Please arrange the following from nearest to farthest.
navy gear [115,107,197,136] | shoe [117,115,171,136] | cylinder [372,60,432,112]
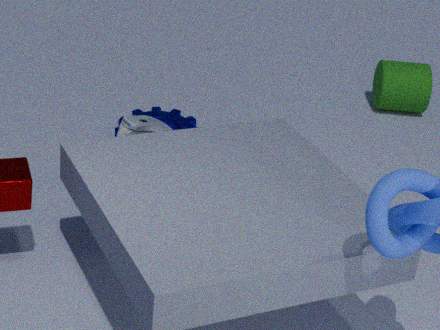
shoe [117,115,171,136] → navy gear [115,107,197,136] → cylinder [372,60,432,112]
